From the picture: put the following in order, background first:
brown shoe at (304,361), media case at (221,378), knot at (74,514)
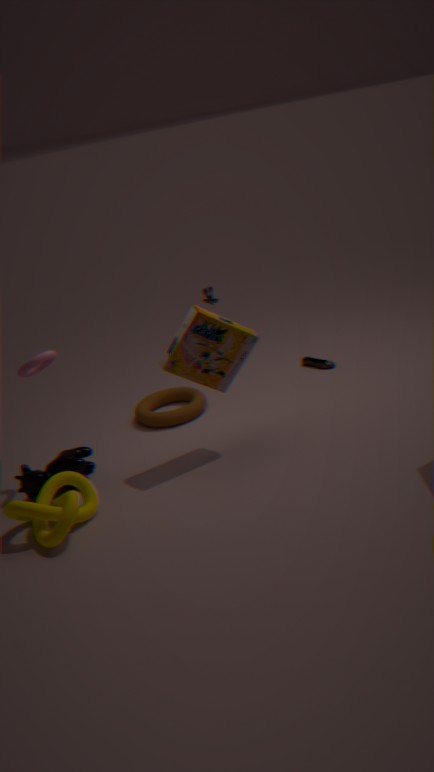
brown shoe at (304,361), media case at (221,378), knot at (74,514)
